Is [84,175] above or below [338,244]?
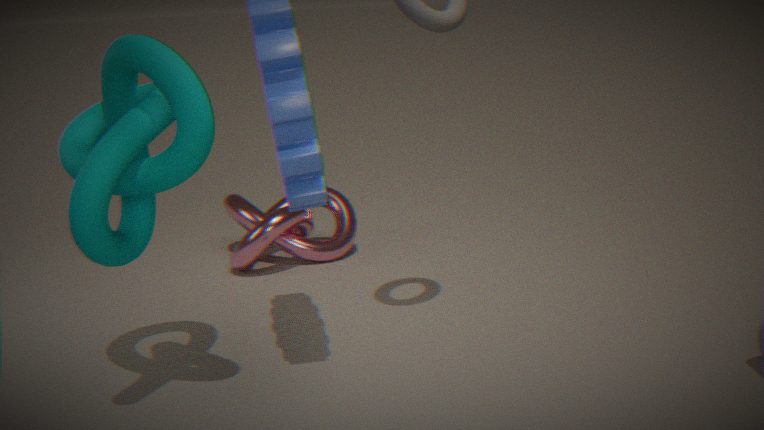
above
